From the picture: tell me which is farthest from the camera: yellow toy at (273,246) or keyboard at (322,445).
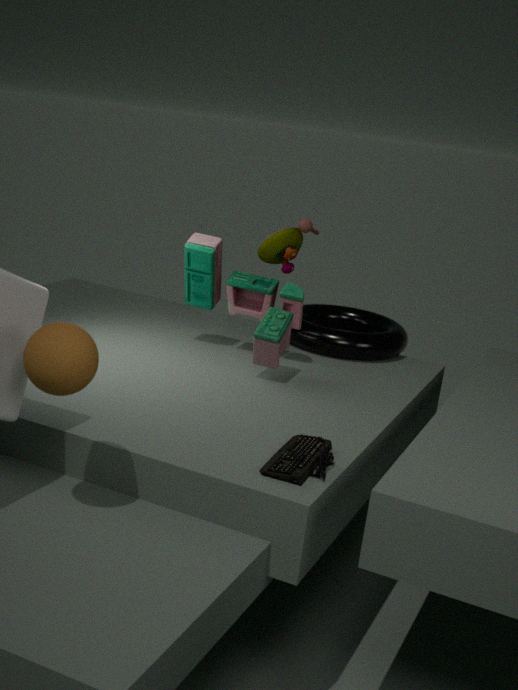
yellow toy at (273,246)
